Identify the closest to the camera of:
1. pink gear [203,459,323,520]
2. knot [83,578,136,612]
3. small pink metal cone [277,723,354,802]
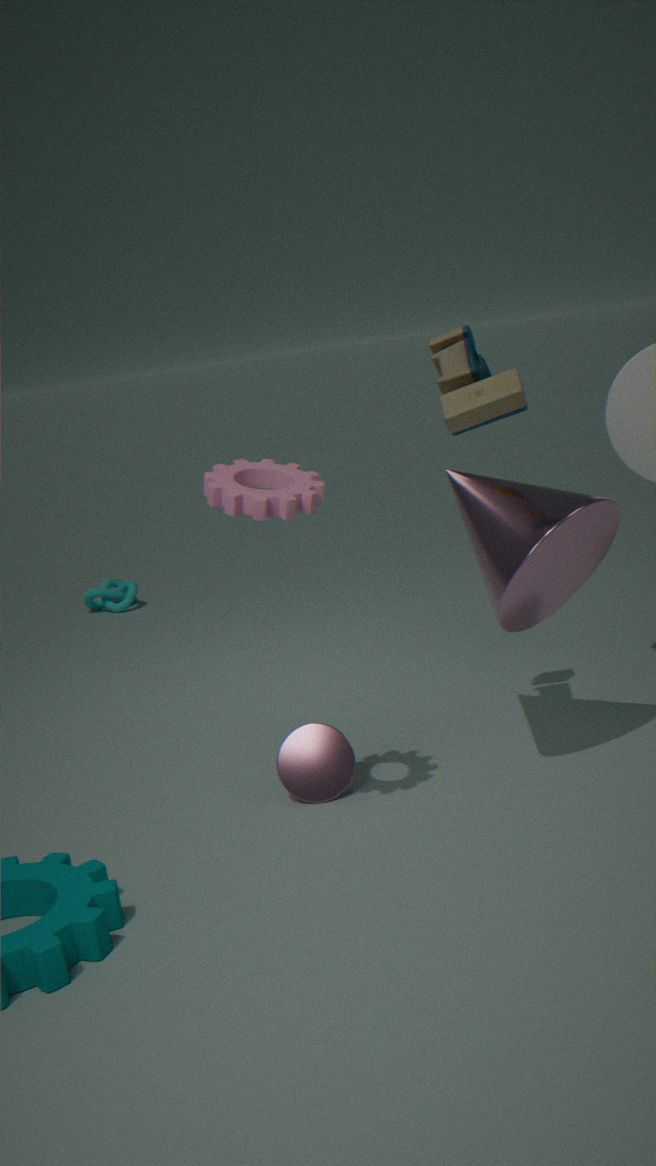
pink gear [203,459,323,520]
